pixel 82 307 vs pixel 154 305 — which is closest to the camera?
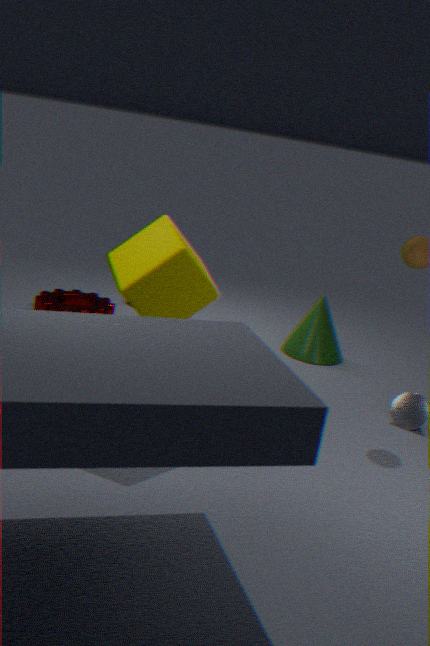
pixel 154 305
